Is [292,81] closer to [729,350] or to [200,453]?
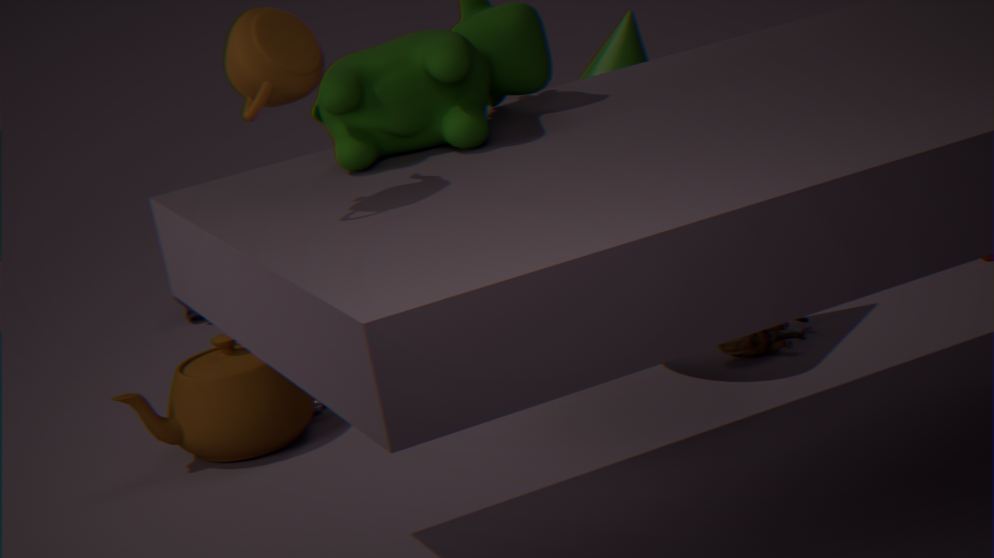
[200,453]
